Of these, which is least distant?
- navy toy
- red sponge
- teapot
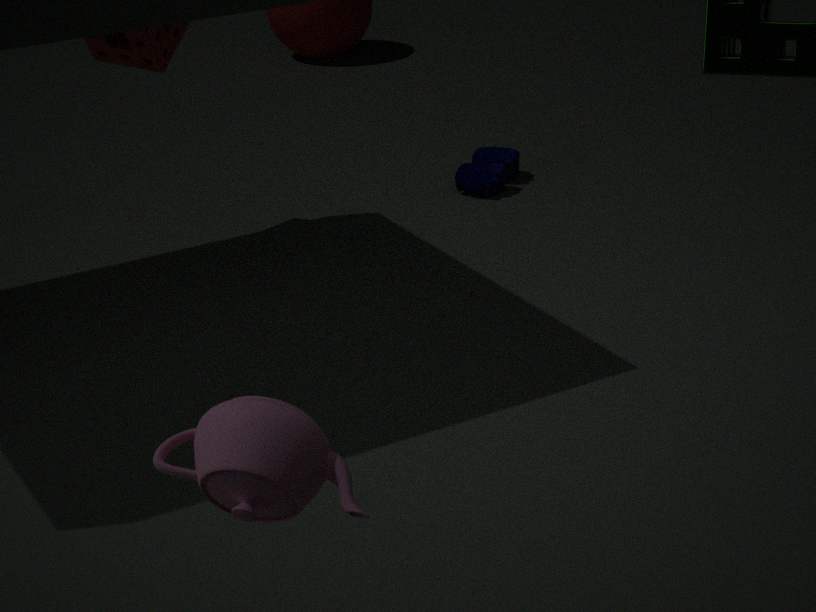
teapot
